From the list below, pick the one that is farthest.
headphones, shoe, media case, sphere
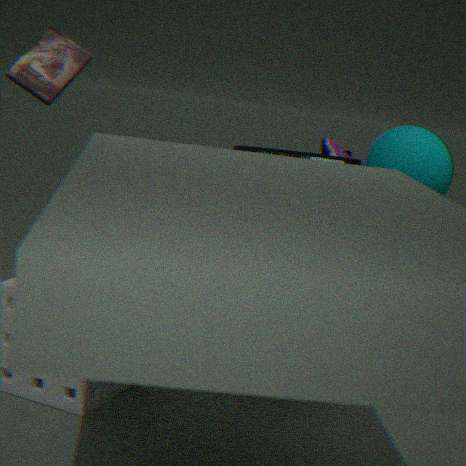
shoe
